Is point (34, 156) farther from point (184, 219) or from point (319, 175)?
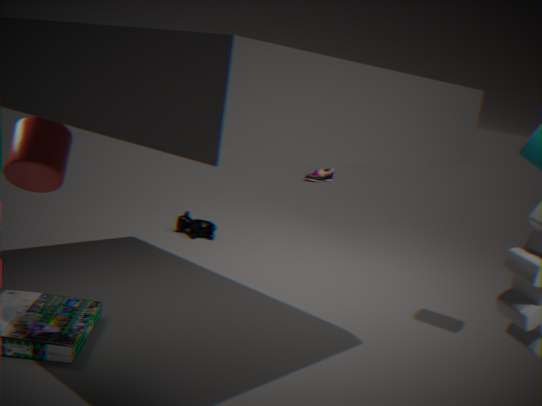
point (319, 175)
